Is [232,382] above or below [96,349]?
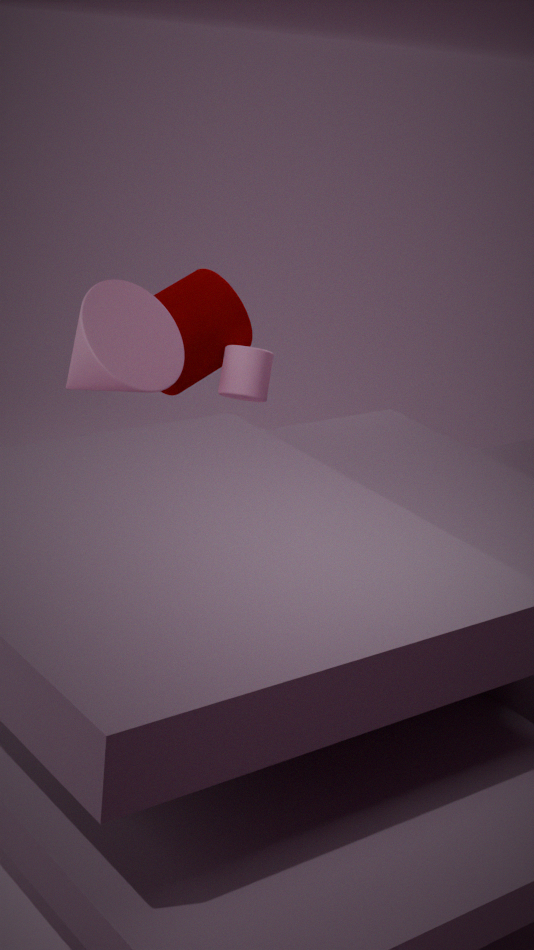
below
